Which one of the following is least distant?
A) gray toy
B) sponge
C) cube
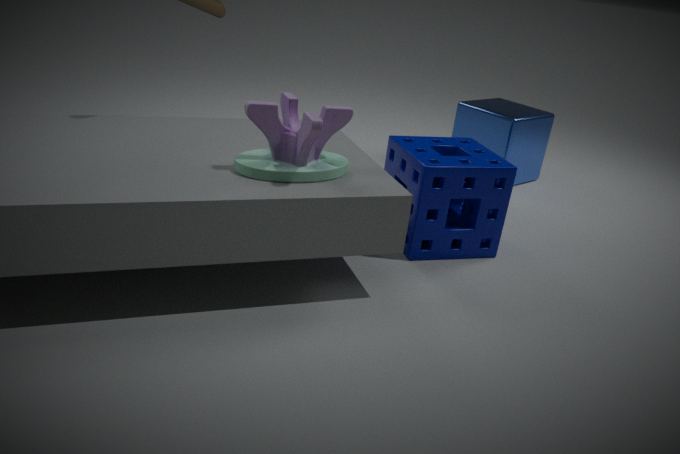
A. gray toy
